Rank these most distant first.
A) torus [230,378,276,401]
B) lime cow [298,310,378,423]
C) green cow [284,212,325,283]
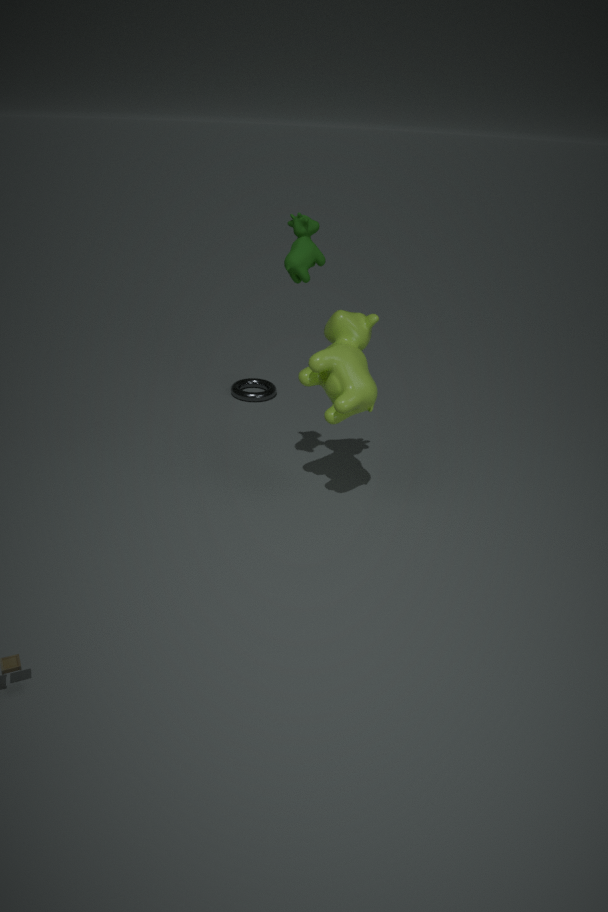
1. torus [230,378,276,401]
2. lime cow [298,310,378,423]
3. green cow [284,212,325,283]
